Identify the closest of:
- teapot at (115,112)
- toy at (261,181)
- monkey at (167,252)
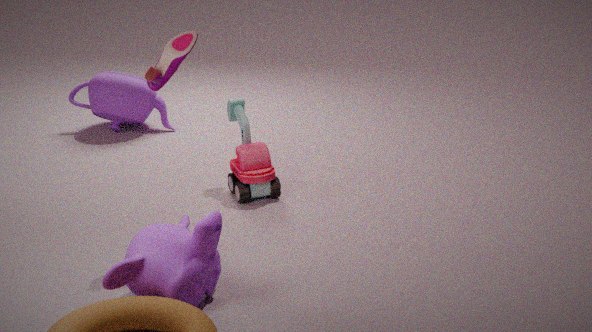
monkey at (167,252)
